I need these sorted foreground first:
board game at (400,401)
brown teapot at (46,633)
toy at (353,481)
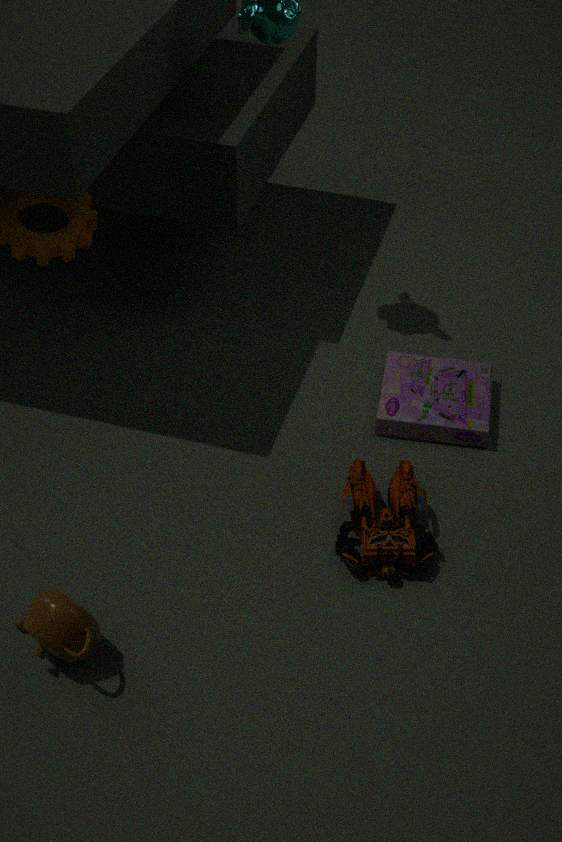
brown teapot at (46,633)
toy at (353,481)
board game at (400,401)
